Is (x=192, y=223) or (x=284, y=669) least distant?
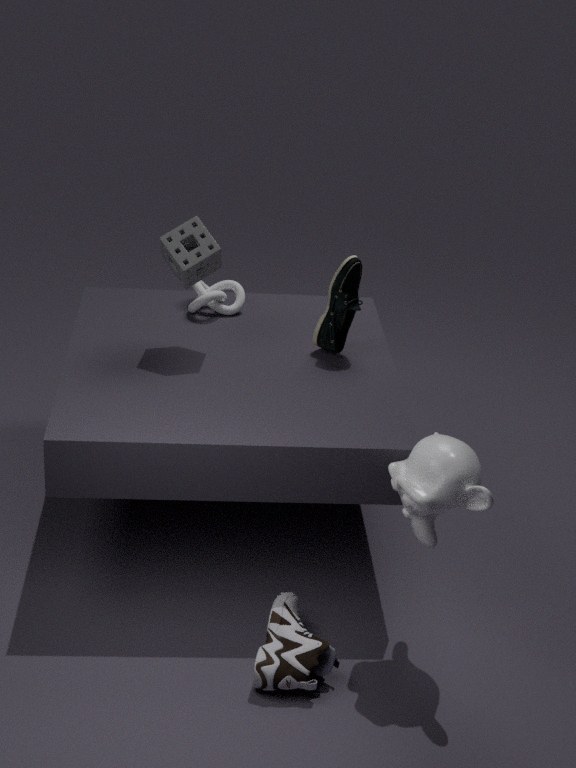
(x=284, y=669)
